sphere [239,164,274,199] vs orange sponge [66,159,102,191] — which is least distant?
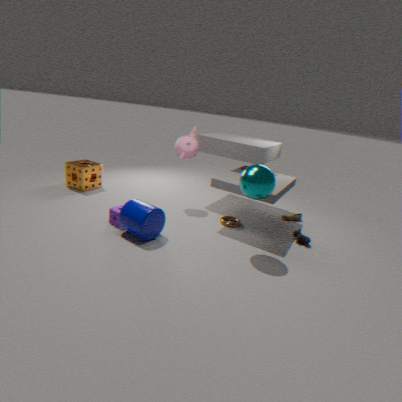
sphere [239,164,274,199]
